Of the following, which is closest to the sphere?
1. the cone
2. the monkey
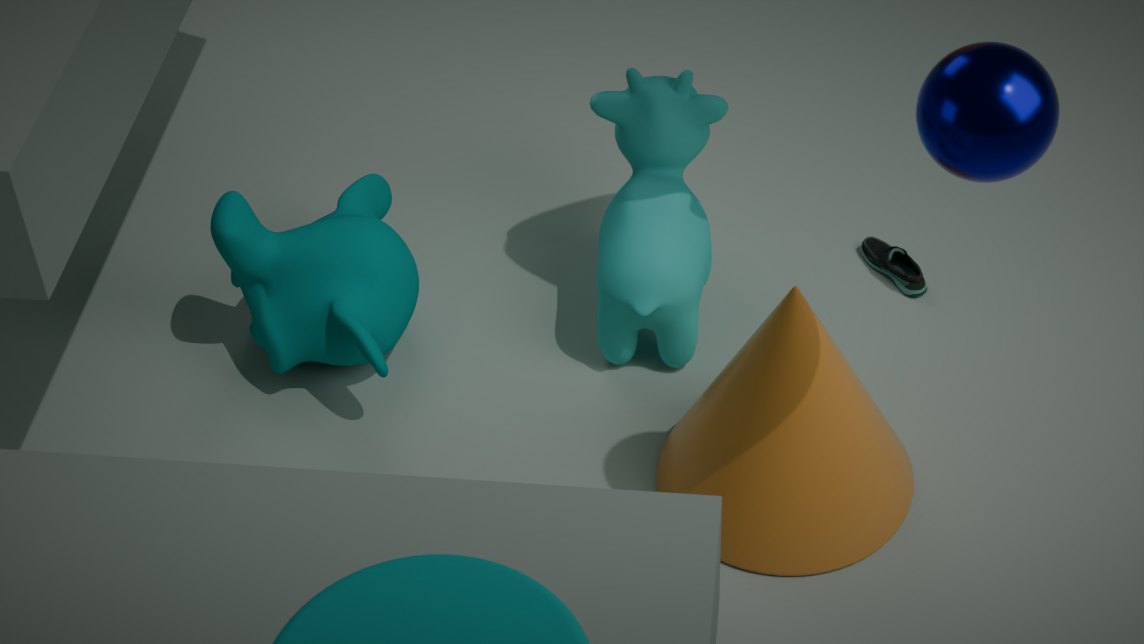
the cone
